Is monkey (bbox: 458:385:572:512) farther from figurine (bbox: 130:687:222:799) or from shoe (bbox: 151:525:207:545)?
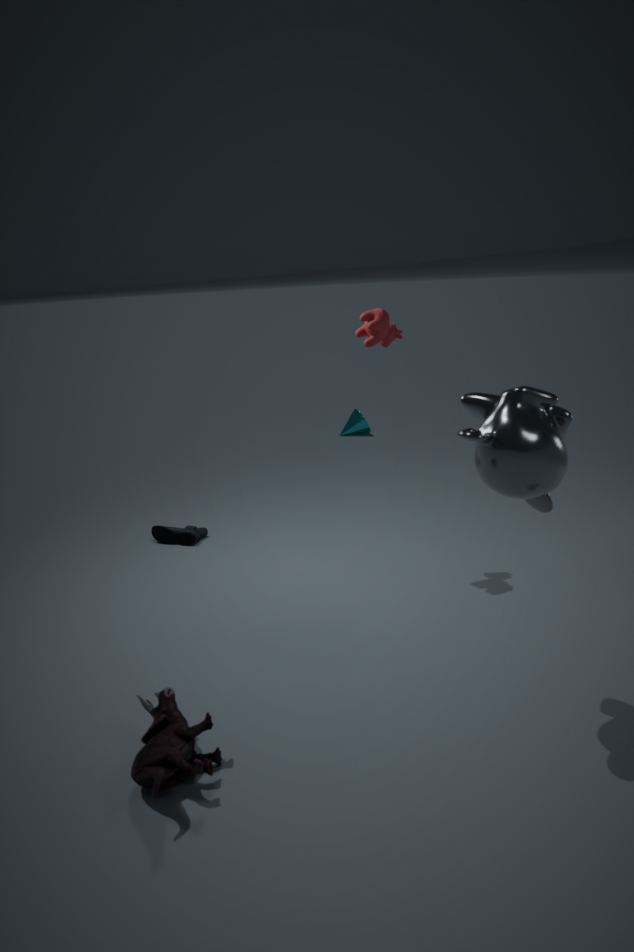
shoe (bbox: 151:525:207:545)
